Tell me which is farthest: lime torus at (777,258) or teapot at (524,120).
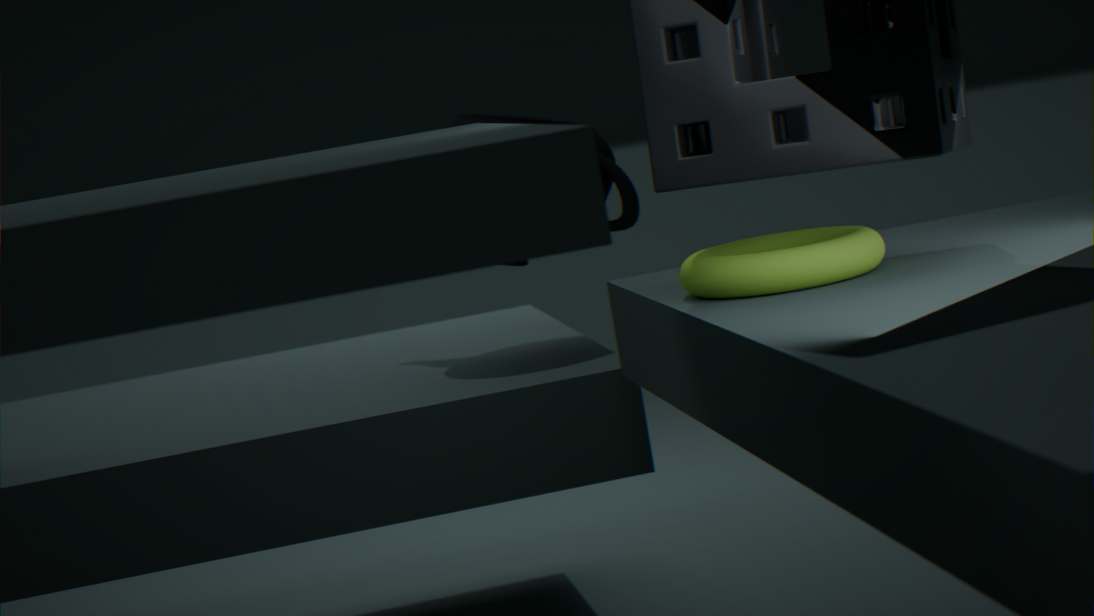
teapot at (524,120)
